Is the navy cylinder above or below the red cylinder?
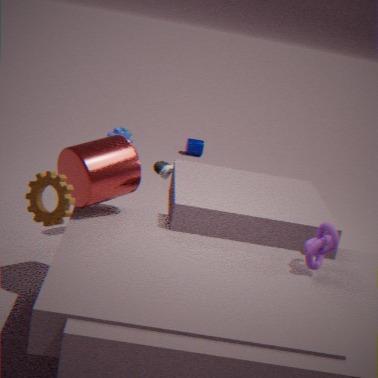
below
